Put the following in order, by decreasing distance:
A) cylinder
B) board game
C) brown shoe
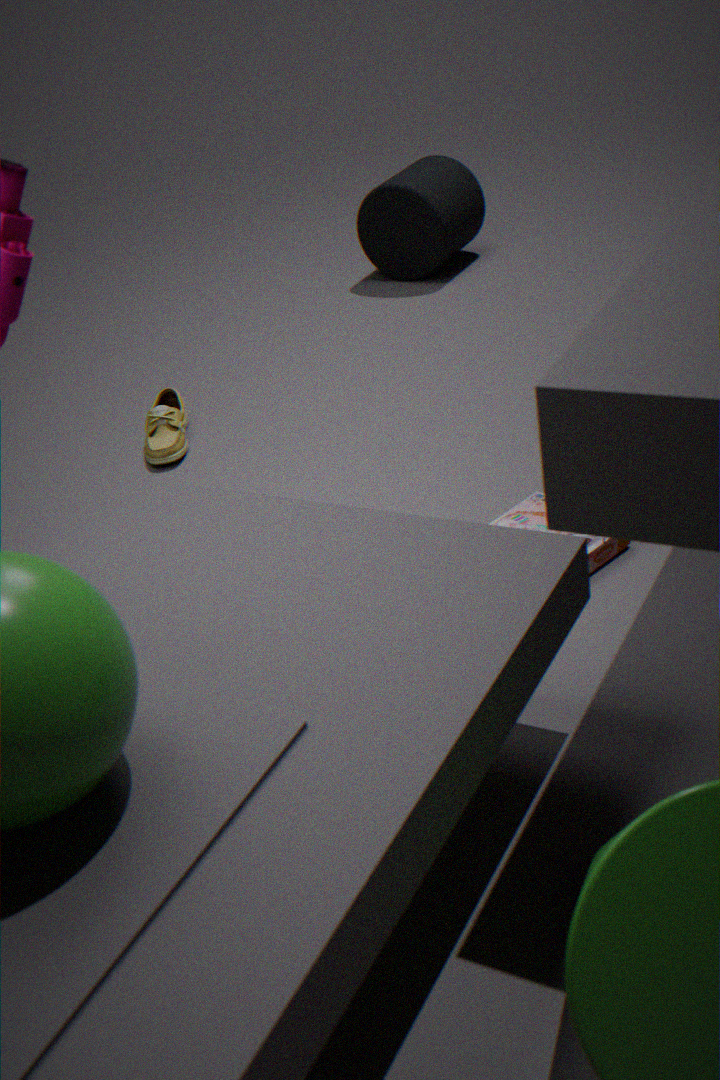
1. cylinder
2. brown shoe
3. board game
